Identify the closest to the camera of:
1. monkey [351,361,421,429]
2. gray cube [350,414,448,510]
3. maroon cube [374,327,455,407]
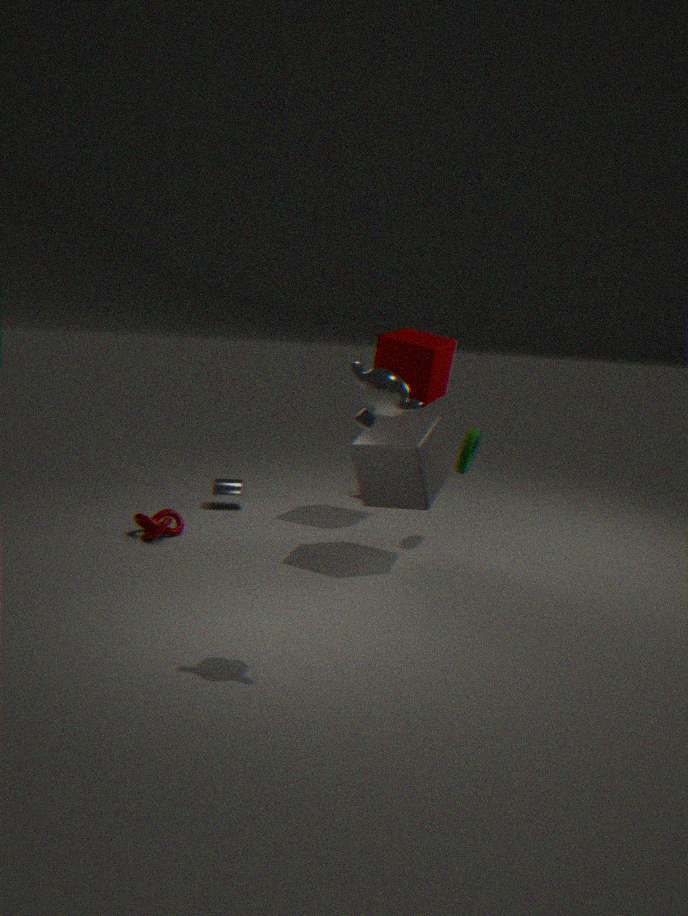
monkey [351,361,421,429]
